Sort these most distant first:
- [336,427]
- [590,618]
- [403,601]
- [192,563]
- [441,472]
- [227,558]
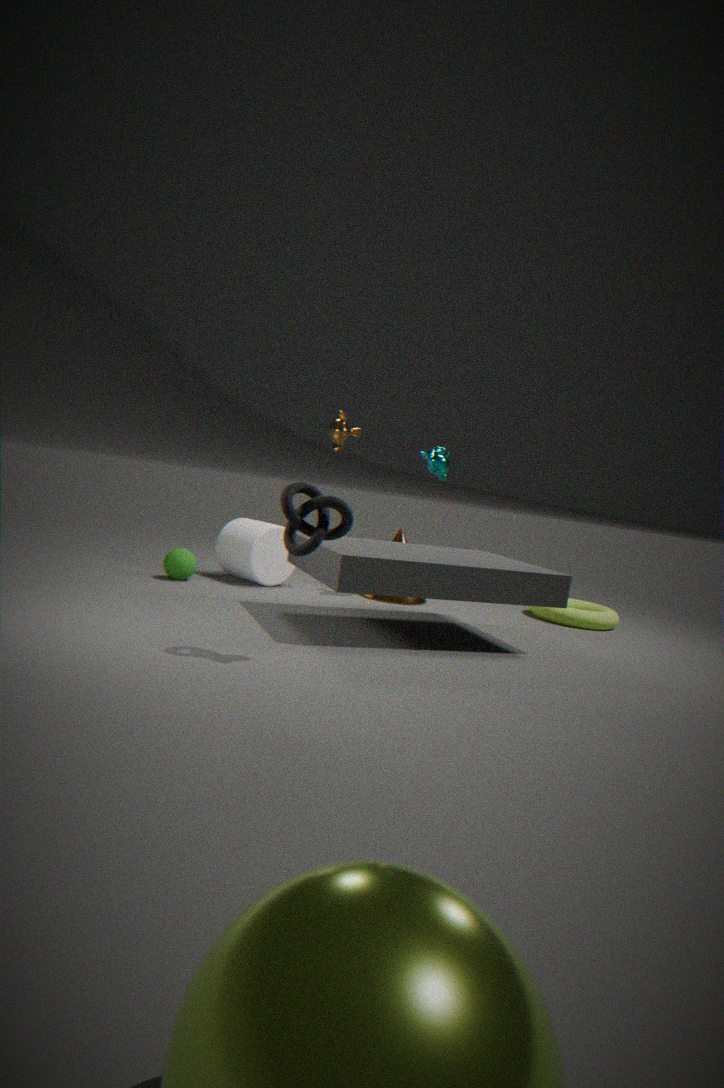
[336,427] < [403,601] < [227,558] < [590,618] < [441,472] < [192,563]
